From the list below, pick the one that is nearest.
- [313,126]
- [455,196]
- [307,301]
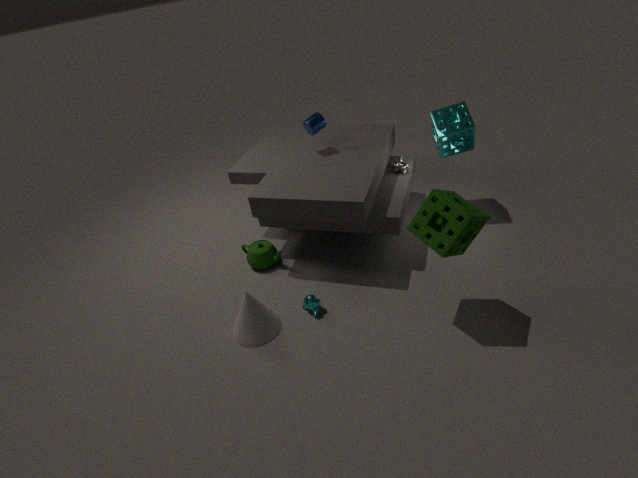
[455,196]
